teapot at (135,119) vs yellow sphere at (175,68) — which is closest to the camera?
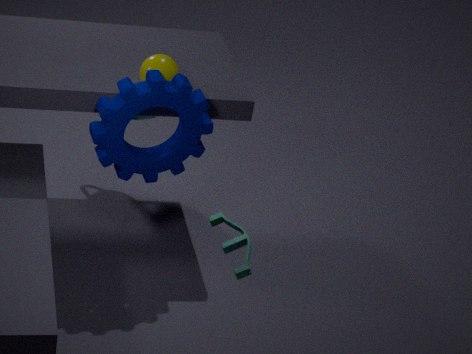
yellow sphere at (175,68)
